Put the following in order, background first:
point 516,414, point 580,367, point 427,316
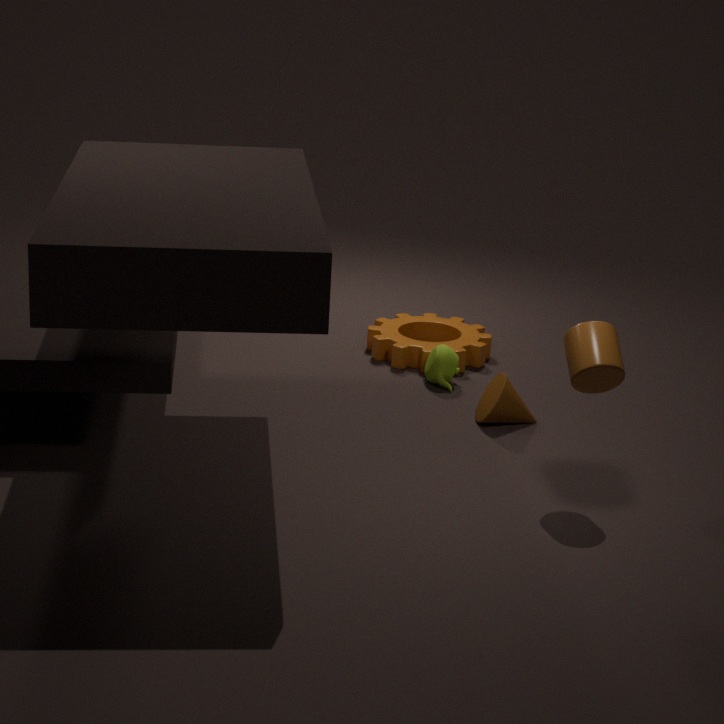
point 427,316 < point 516,414 < point 580,367
